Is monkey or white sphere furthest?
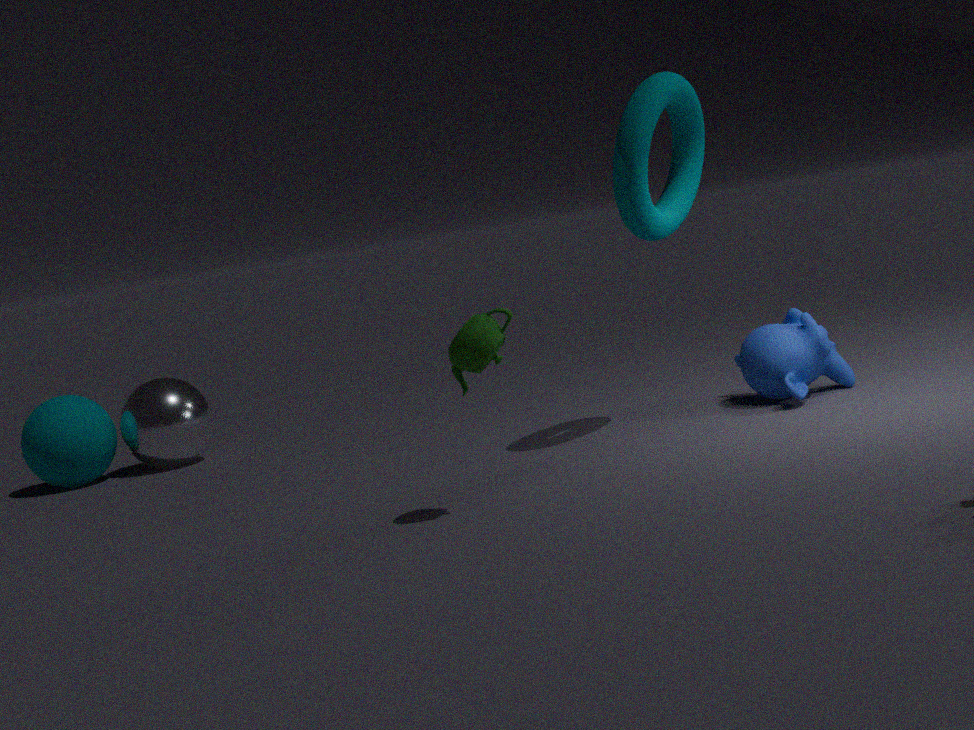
white sphere
